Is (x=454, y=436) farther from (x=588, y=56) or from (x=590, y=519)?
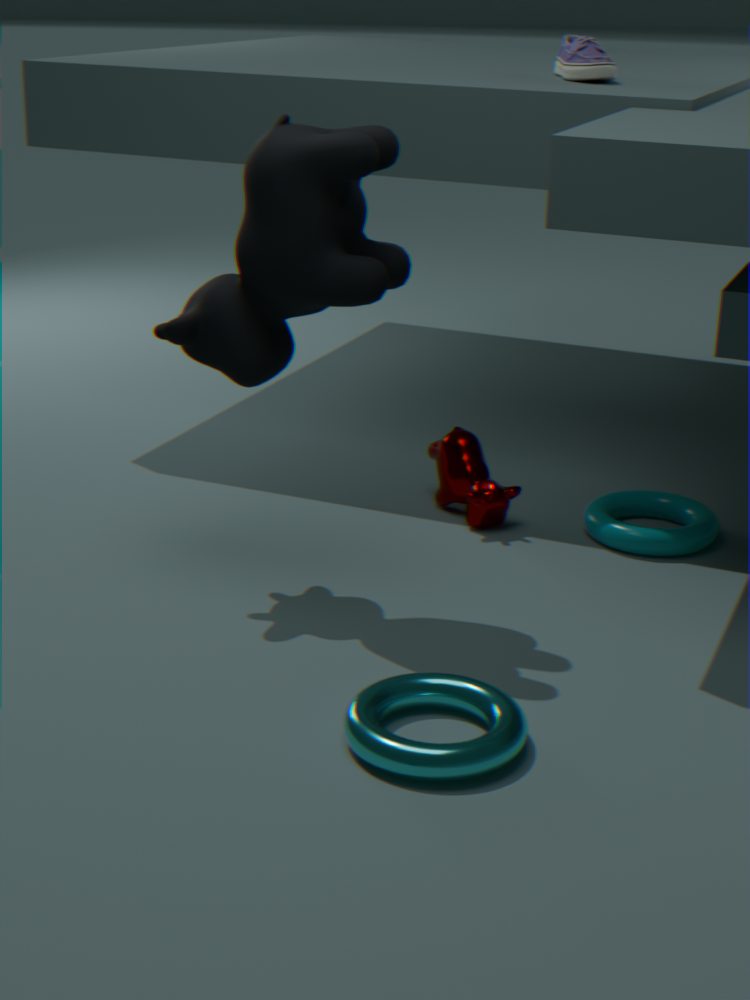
(x=588, y=56)
